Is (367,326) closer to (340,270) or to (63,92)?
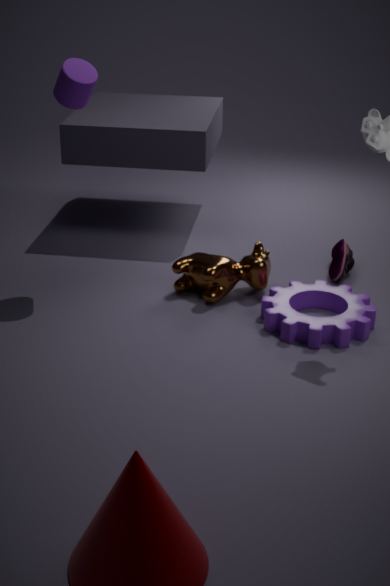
(340,270)
